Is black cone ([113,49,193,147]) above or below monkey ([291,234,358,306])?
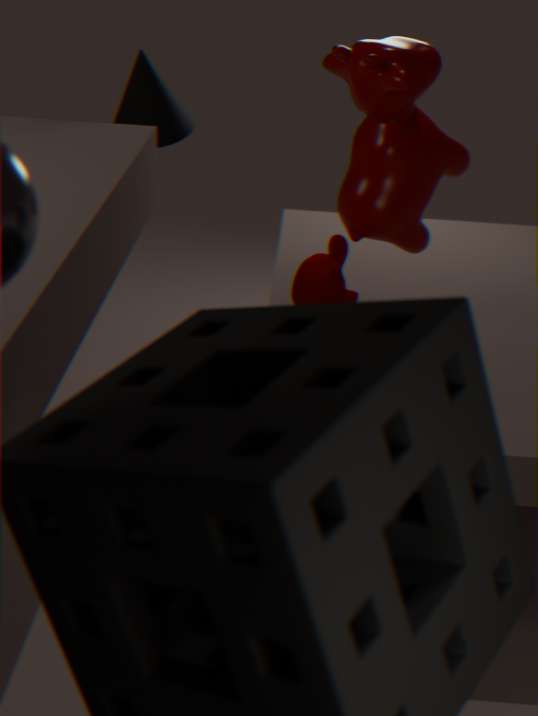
above
